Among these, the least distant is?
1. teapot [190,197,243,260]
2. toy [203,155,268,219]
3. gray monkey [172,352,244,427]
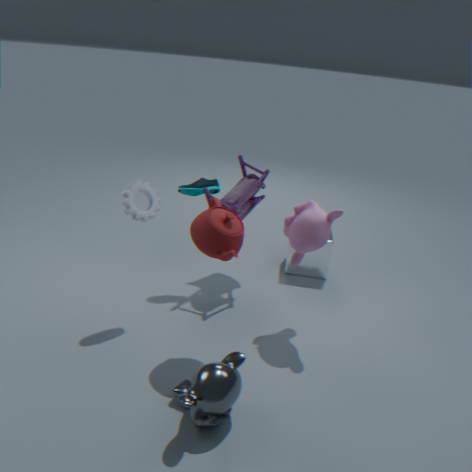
gray monkey [172,352,244,427]
